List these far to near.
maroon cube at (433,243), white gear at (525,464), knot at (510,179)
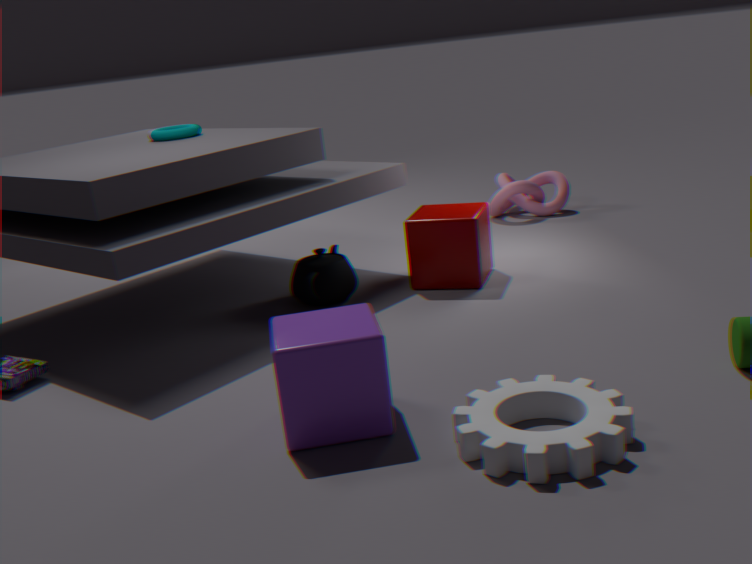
knot at (510,179) → maroon cube at (433,243) → white gear at (525,464)
